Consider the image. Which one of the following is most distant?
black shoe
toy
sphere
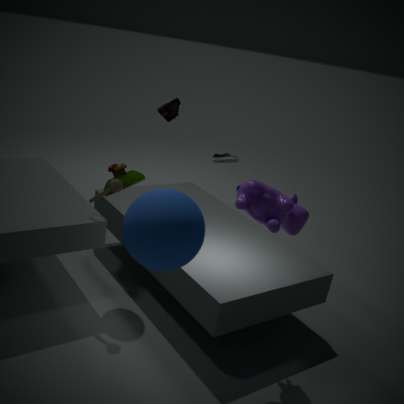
black shoe
